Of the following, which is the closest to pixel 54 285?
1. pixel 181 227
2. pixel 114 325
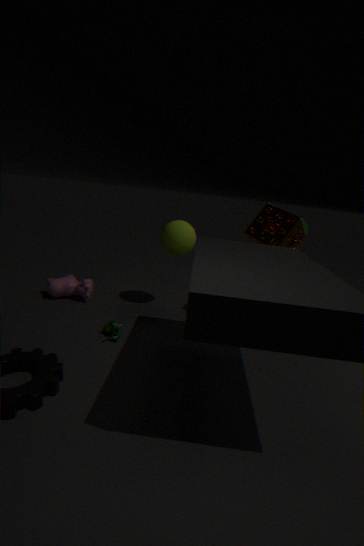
pixel 114 325
